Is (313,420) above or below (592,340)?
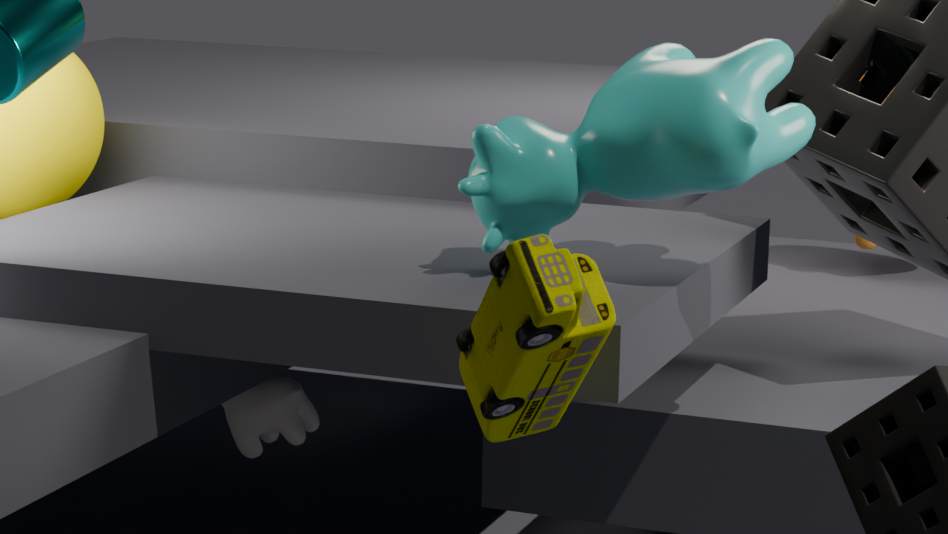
below
